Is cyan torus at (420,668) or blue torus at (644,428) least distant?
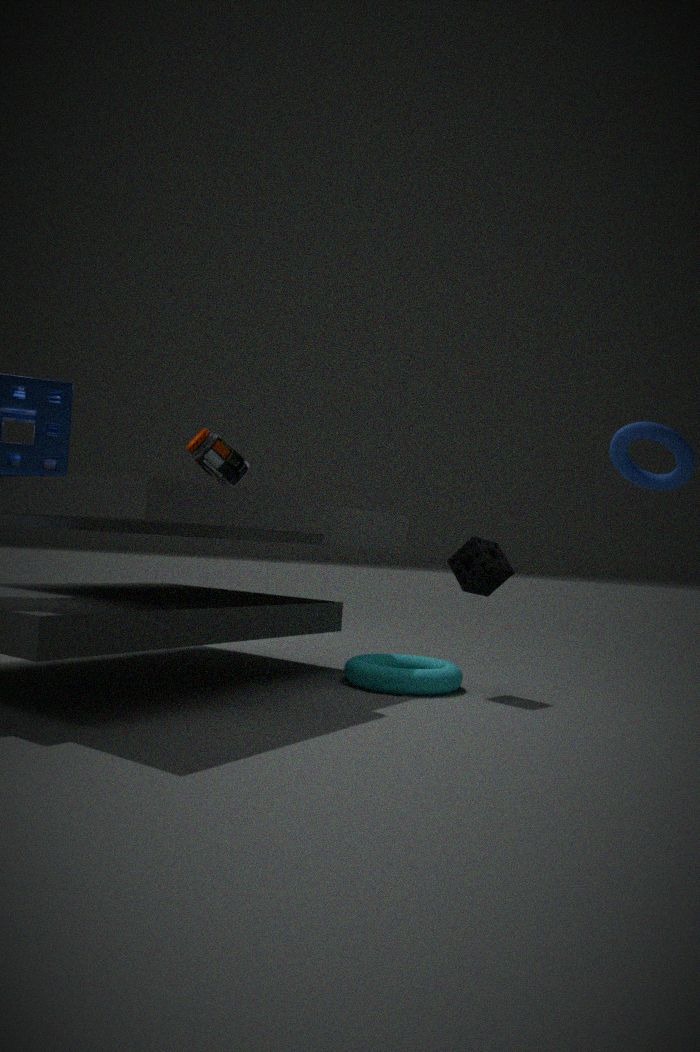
blue torus at (644,428)
